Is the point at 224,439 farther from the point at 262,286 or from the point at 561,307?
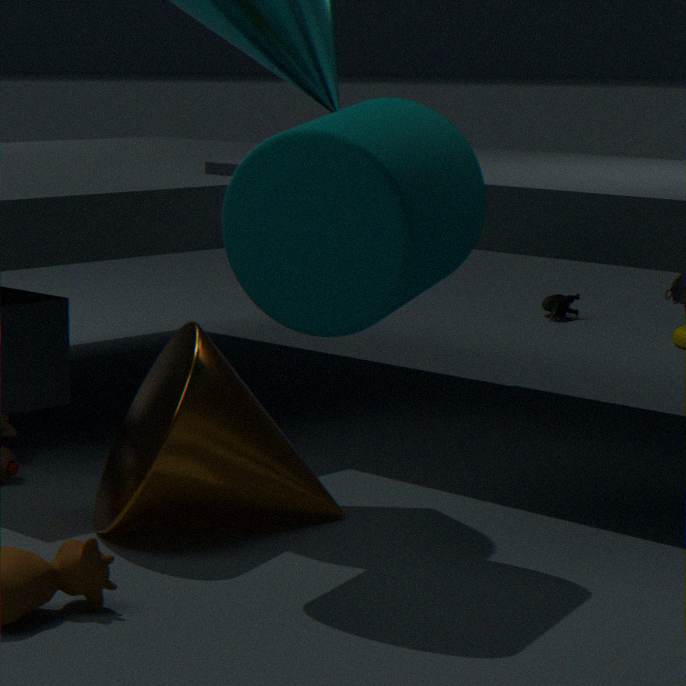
the point at 561,307
